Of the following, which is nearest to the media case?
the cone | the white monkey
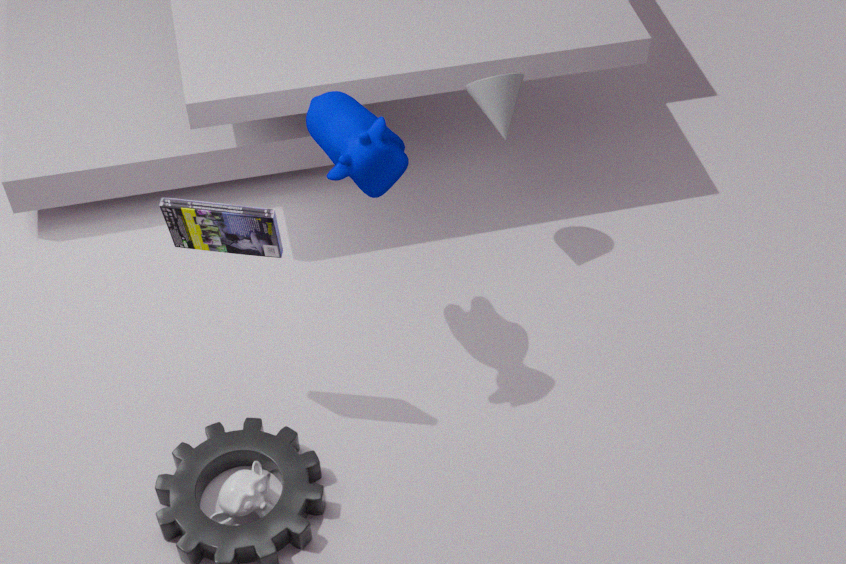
the white monkey
